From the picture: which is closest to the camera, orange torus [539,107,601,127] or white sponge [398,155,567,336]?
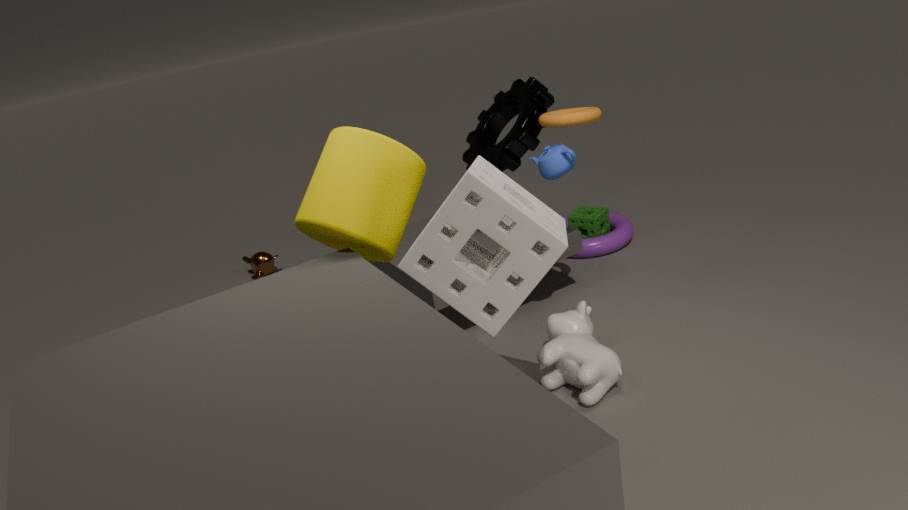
white sponge [398,155,567,336]
